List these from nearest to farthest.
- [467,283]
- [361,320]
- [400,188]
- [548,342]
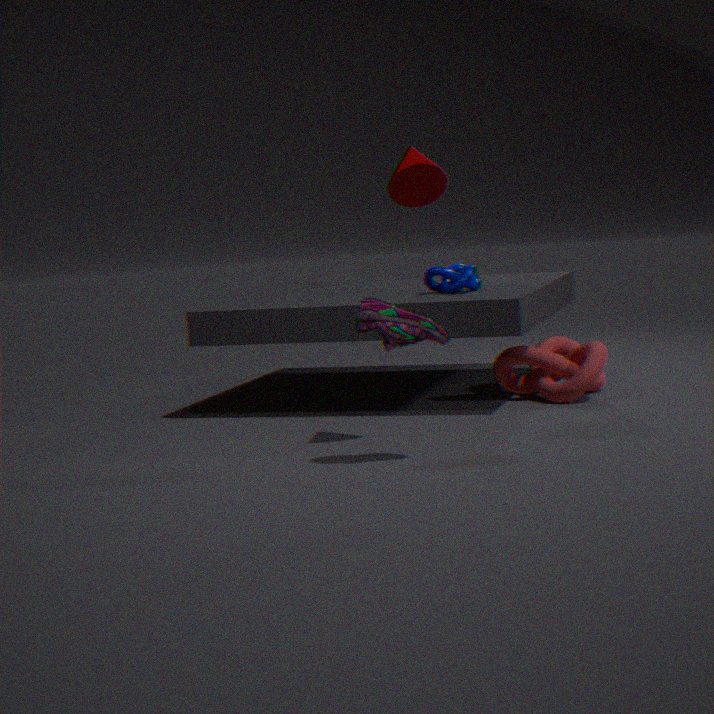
1. [361,320]
2. [400,188]
3. [467,283]
4. [548,342]
